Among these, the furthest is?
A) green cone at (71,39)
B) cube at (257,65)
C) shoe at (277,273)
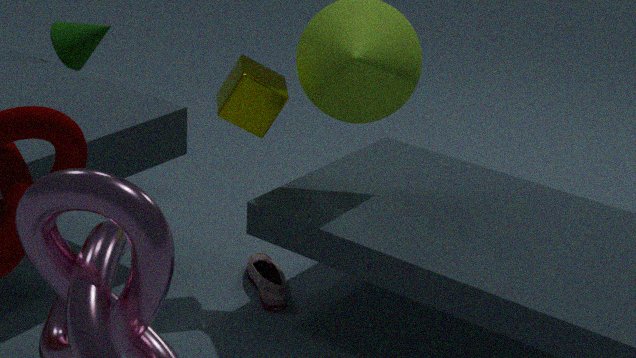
green cone at (71,39)
